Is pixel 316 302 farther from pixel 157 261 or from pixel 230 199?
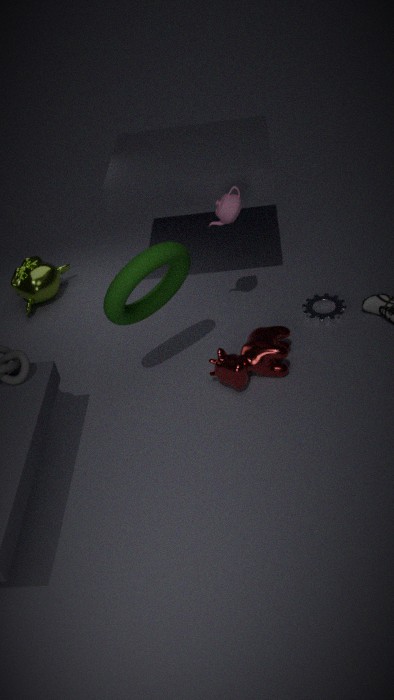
pixel 157 261
